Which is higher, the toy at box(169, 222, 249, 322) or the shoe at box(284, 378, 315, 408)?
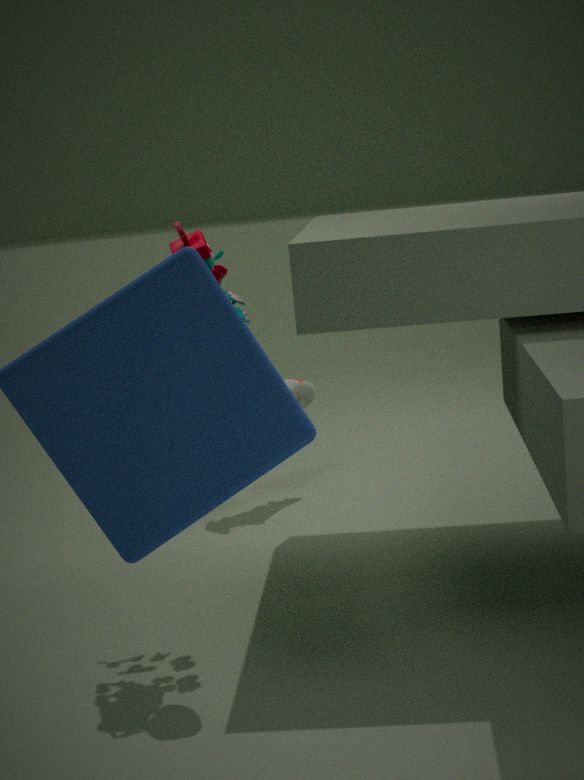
→ the toy at box(169, 222, 249, 322)
